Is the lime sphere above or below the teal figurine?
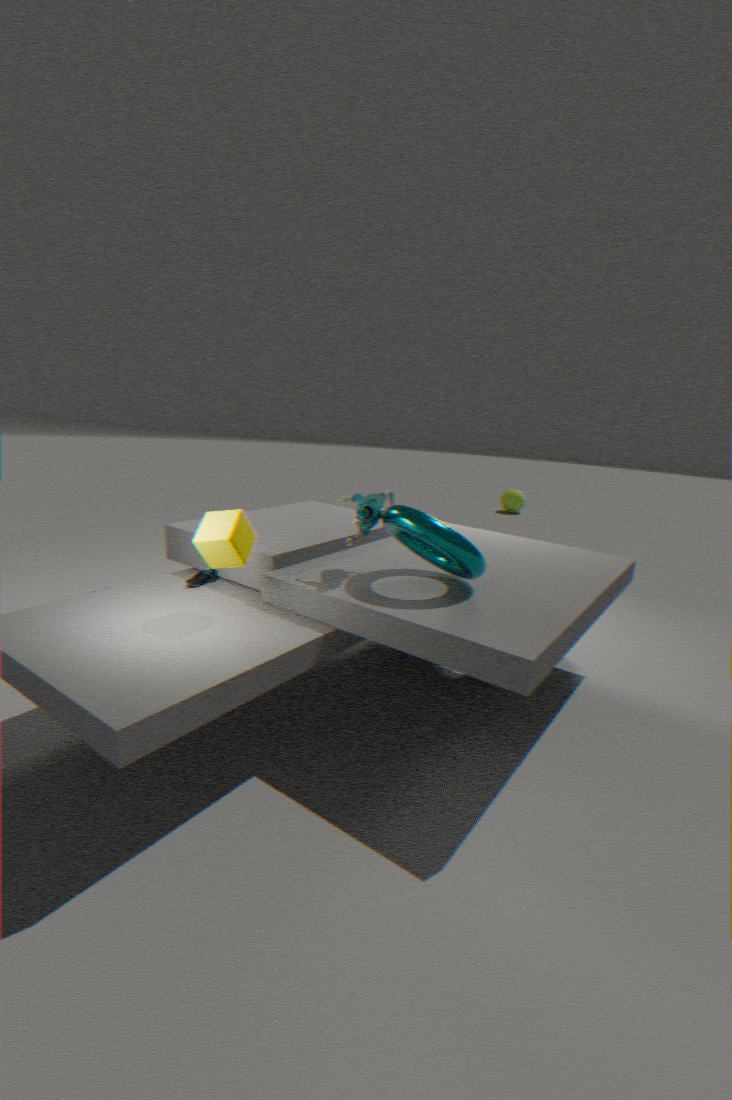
below
